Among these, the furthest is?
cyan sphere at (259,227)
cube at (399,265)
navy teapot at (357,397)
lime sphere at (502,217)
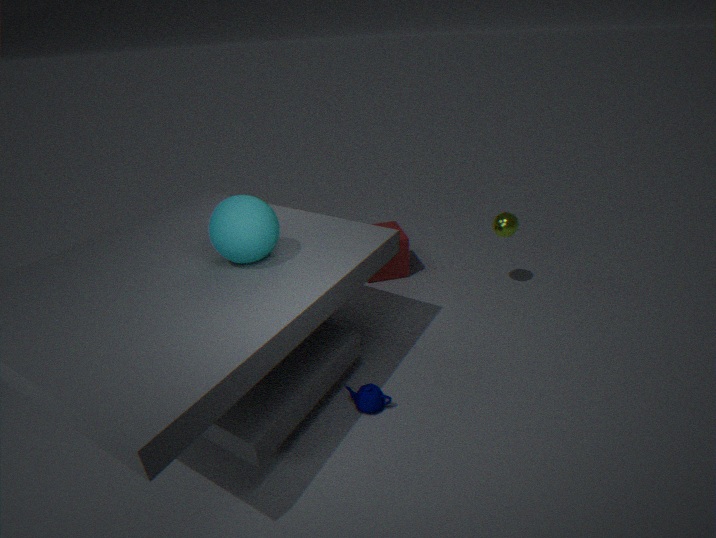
cube at (399,265)
